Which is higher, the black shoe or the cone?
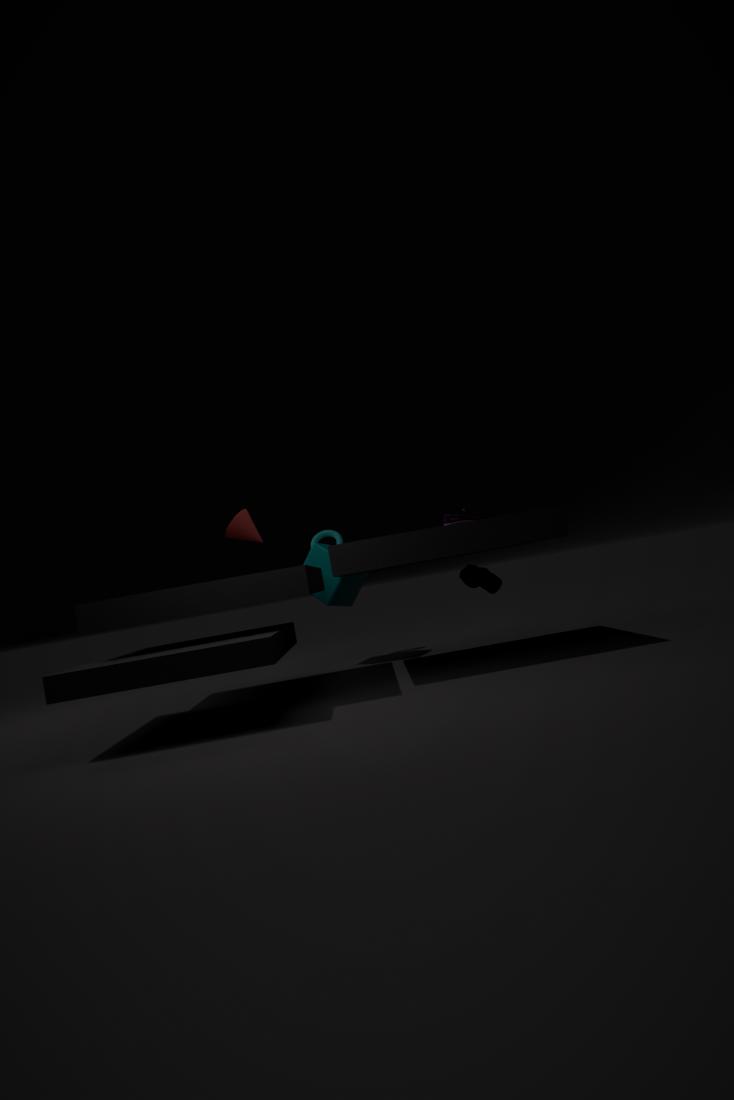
the cone
